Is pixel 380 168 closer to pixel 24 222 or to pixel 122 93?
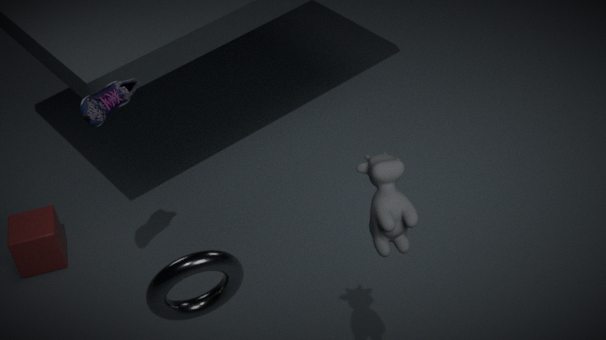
pixel 122 93
